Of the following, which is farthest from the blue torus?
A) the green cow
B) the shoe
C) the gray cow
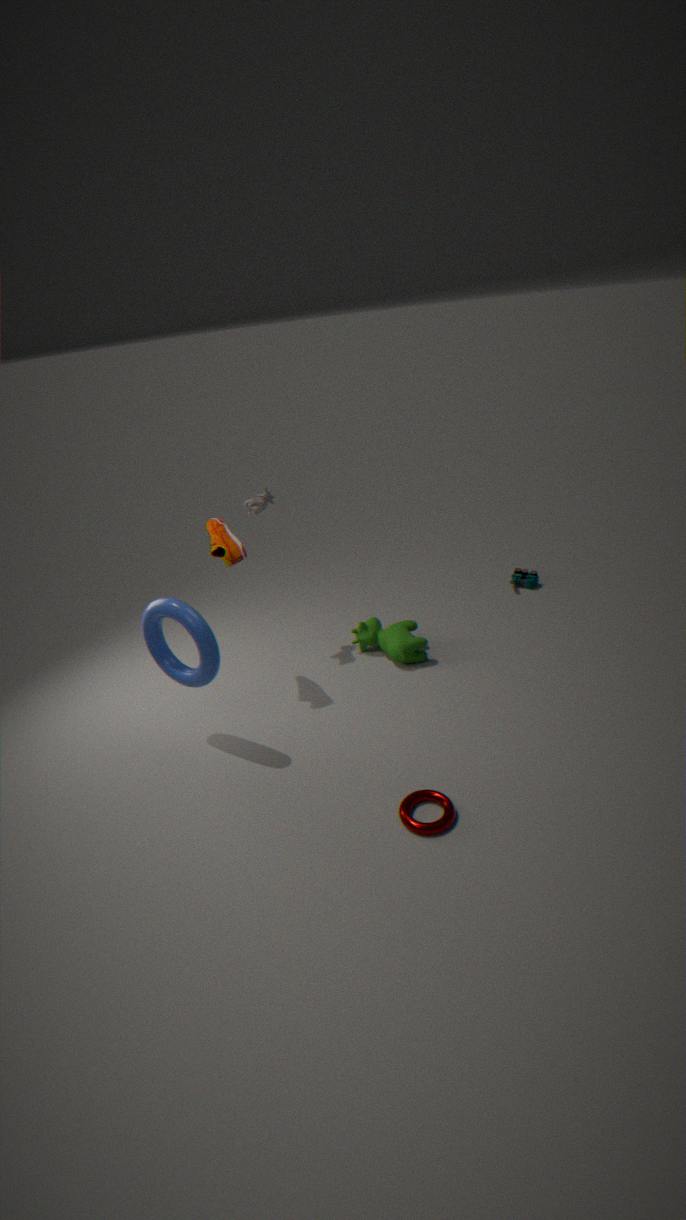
the green cow
